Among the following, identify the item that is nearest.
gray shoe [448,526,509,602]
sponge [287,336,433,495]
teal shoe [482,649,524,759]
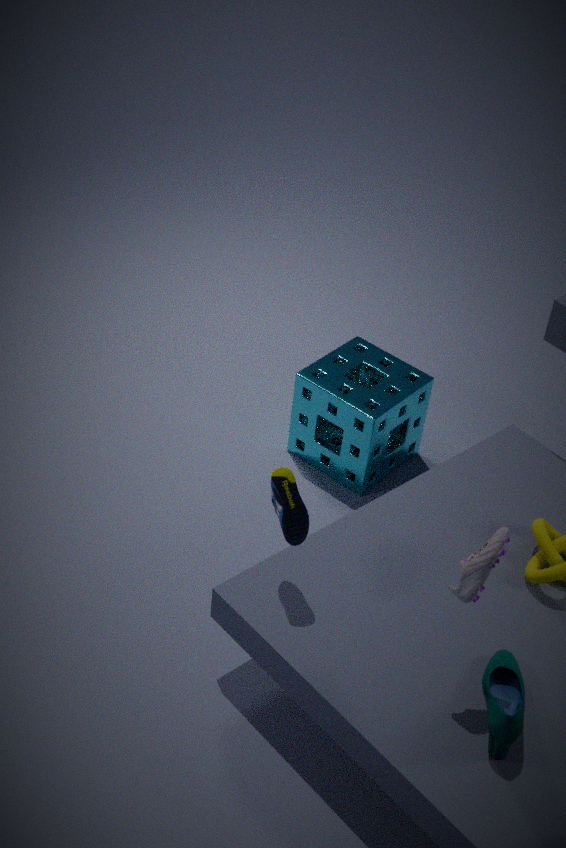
gray shoe [448,526,509,602]
